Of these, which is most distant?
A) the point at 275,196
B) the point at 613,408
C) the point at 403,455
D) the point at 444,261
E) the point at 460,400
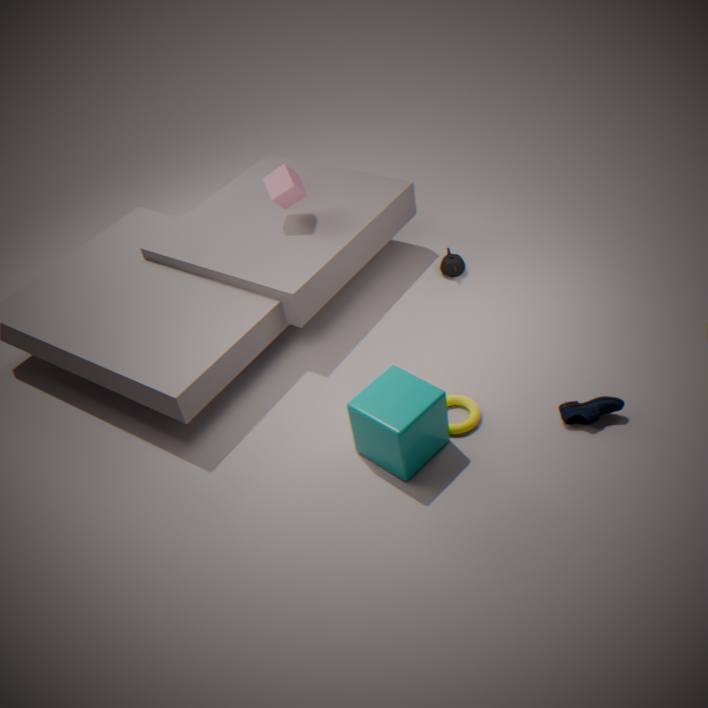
the point at 444,261
